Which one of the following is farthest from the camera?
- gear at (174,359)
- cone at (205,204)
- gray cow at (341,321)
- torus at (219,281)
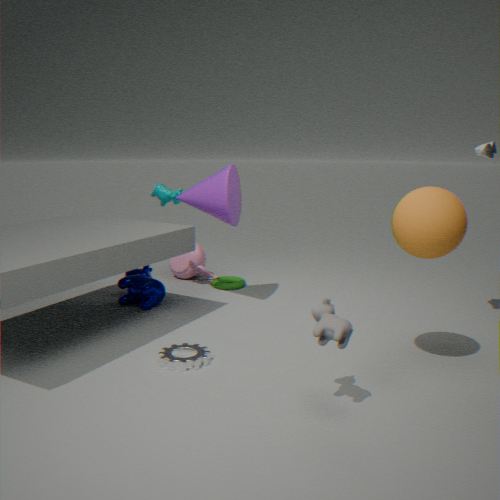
torus at (219,281)
